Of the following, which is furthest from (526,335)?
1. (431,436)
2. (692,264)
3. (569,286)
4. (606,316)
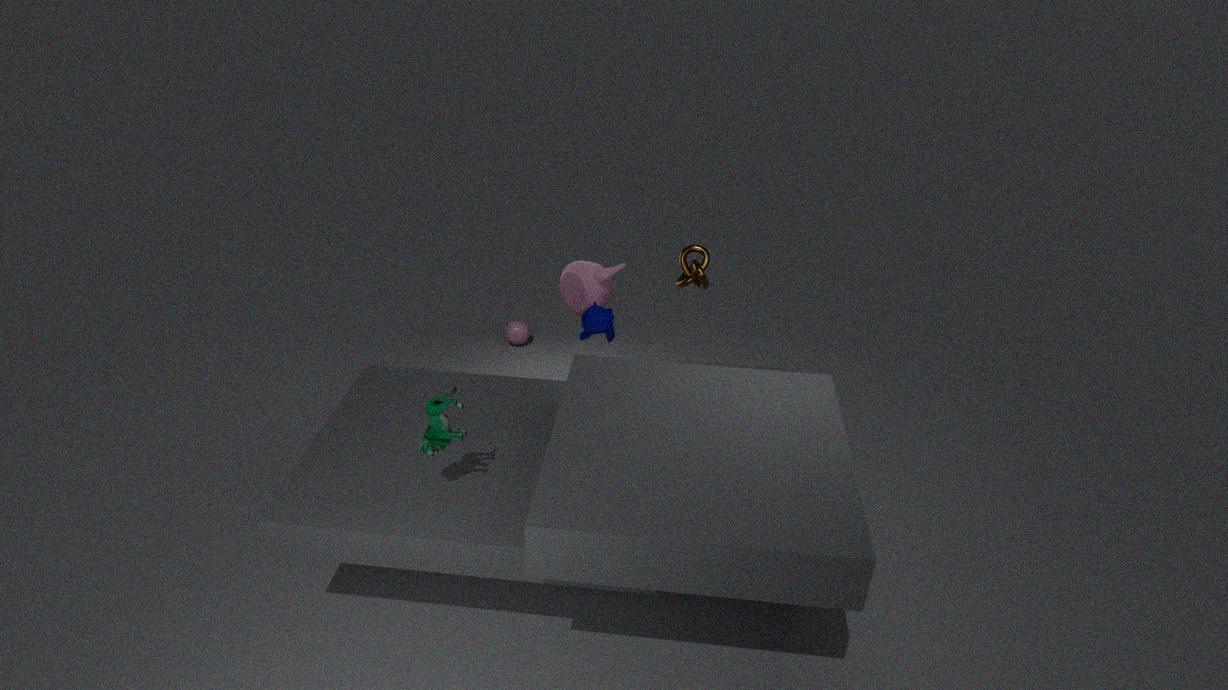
(431,436)
